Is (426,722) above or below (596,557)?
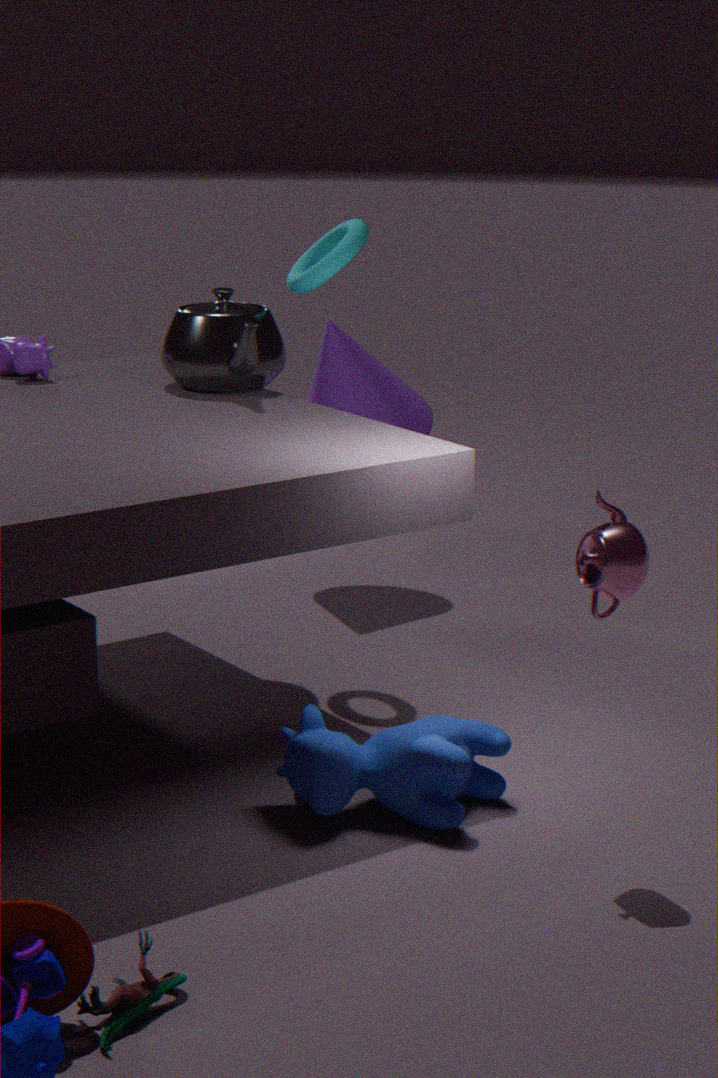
below
